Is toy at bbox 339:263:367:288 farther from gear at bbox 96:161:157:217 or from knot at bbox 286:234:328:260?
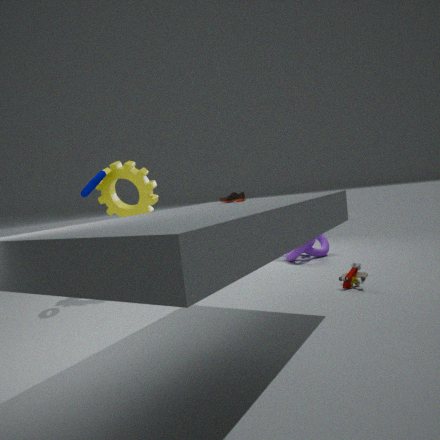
gear at bbox 96:161:157:217
